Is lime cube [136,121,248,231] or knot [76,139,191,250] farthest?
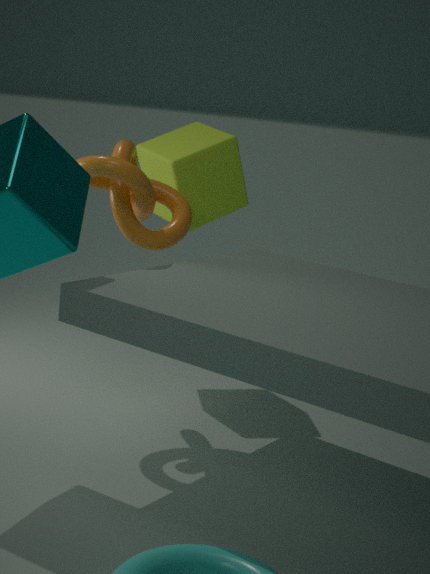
lime cube [136,121,248,231]
